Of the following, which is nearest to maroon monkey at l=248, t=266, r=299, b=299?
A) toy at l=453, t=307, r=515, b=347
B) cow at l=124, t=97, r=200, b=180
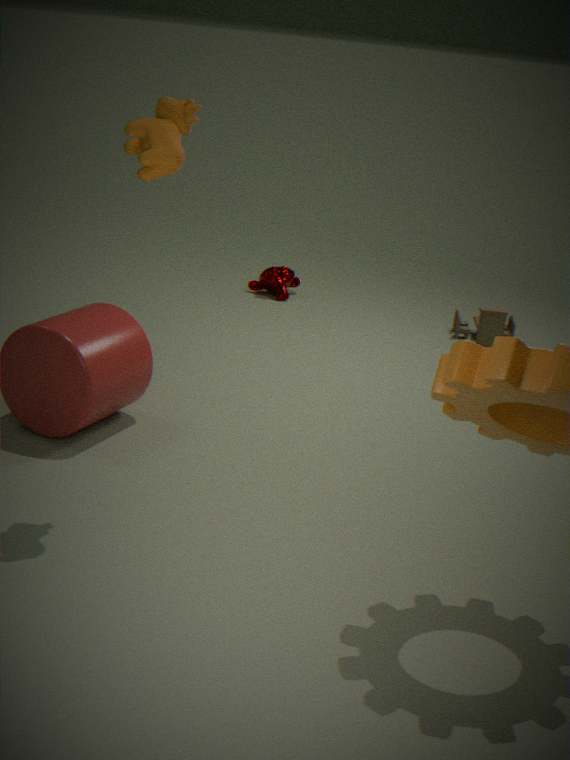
toy at l=453, t=307, r=515, b=347
